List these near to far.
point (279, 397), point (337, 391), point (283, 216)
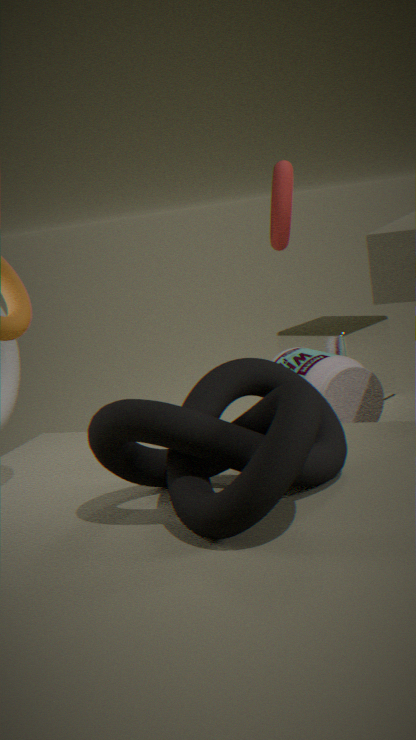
point (279, 397) < point (283, 216) < point (337, 391)
